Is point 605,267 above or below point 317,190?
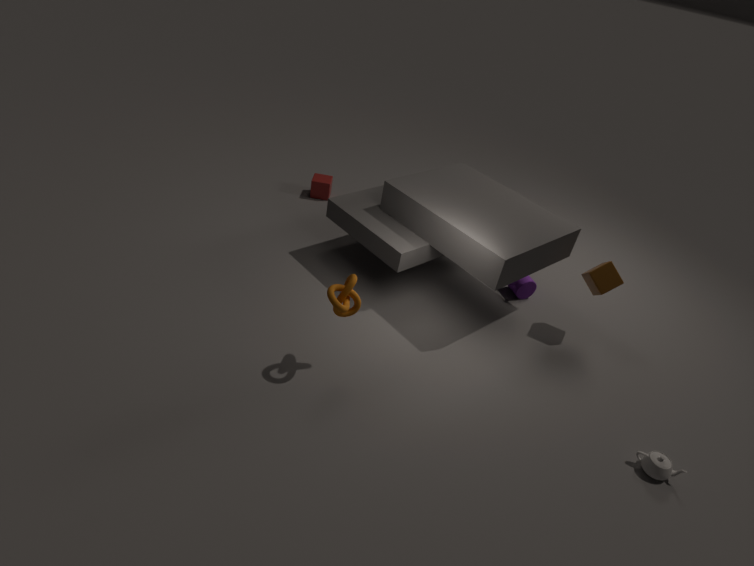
above
